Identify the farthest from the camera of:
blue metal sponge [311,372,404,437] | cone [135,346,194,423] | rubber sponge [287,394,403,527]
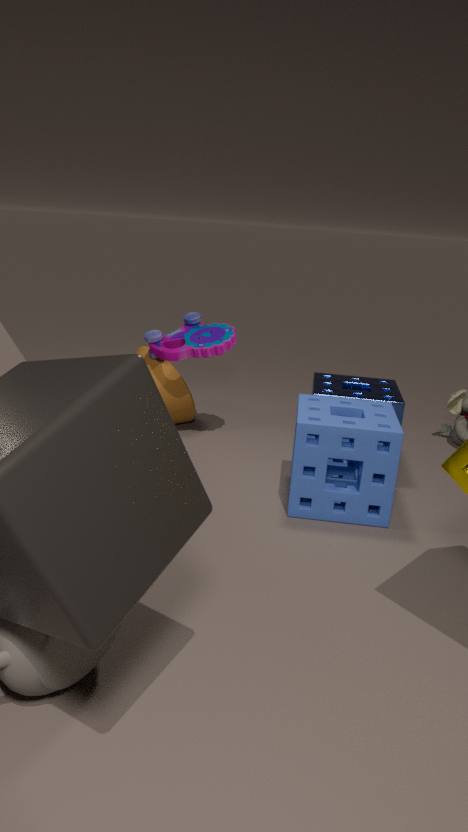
cone [135,346,194,423]
